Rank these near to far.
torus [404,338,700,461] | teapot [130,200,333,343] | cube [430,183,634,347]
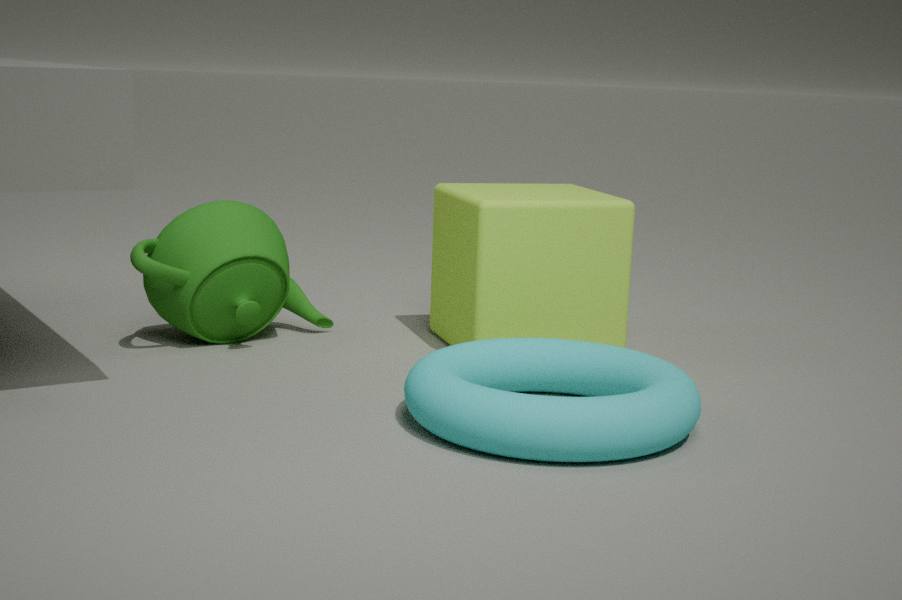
torus [404,338,700,461], cube [430,183,634,347], teapot [130,200,333,343]
